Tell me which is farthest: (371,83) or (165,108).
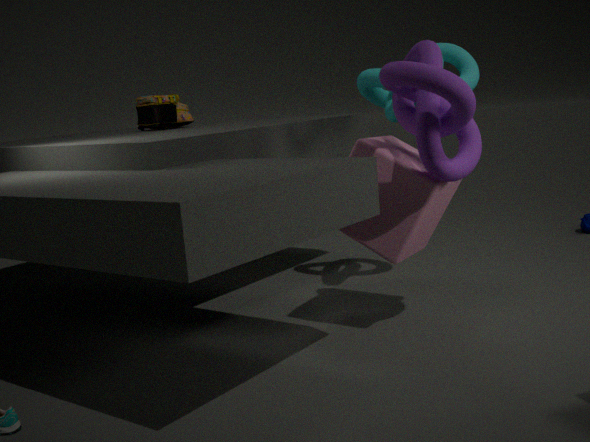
(165,108)
